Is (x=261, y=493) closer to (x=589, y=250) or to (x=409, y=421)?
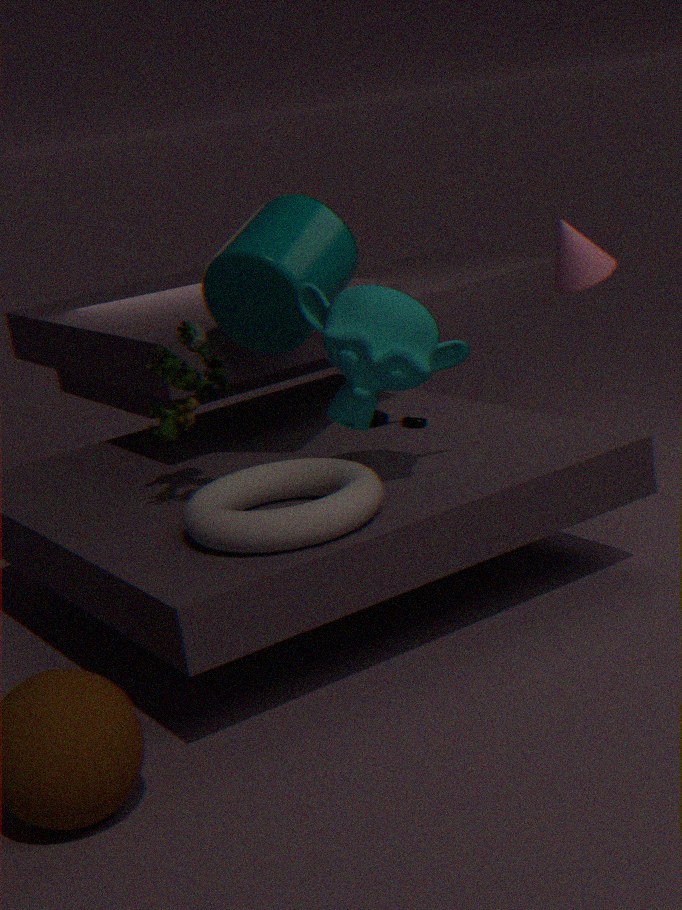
(x=409, y=421)
